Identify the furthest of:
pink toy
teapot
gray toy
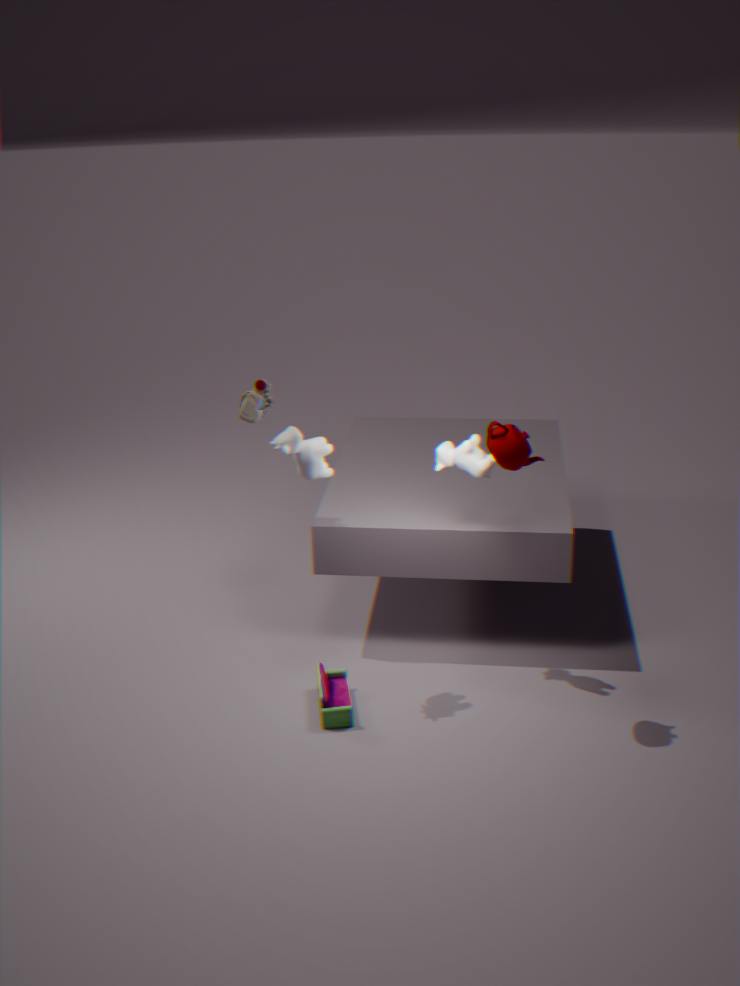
gray toy
